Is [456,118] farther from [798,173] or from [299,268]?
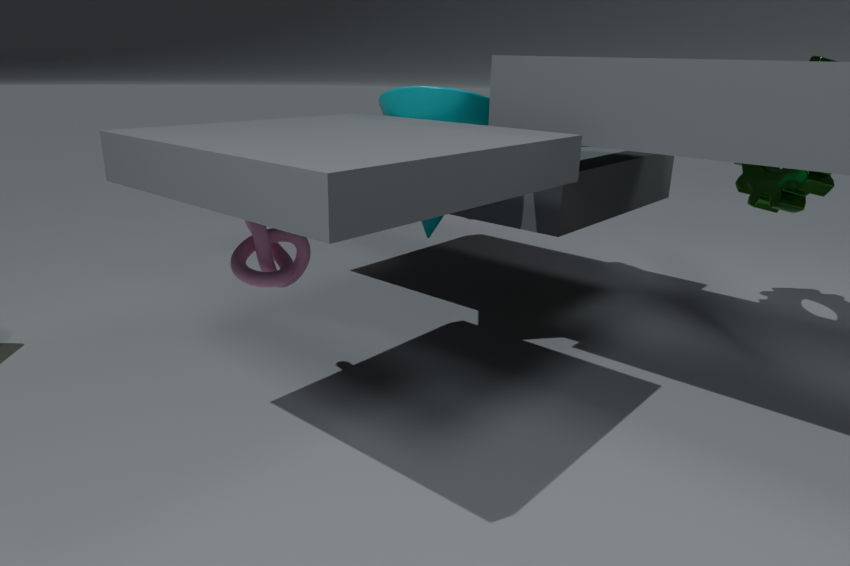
[798,173]
